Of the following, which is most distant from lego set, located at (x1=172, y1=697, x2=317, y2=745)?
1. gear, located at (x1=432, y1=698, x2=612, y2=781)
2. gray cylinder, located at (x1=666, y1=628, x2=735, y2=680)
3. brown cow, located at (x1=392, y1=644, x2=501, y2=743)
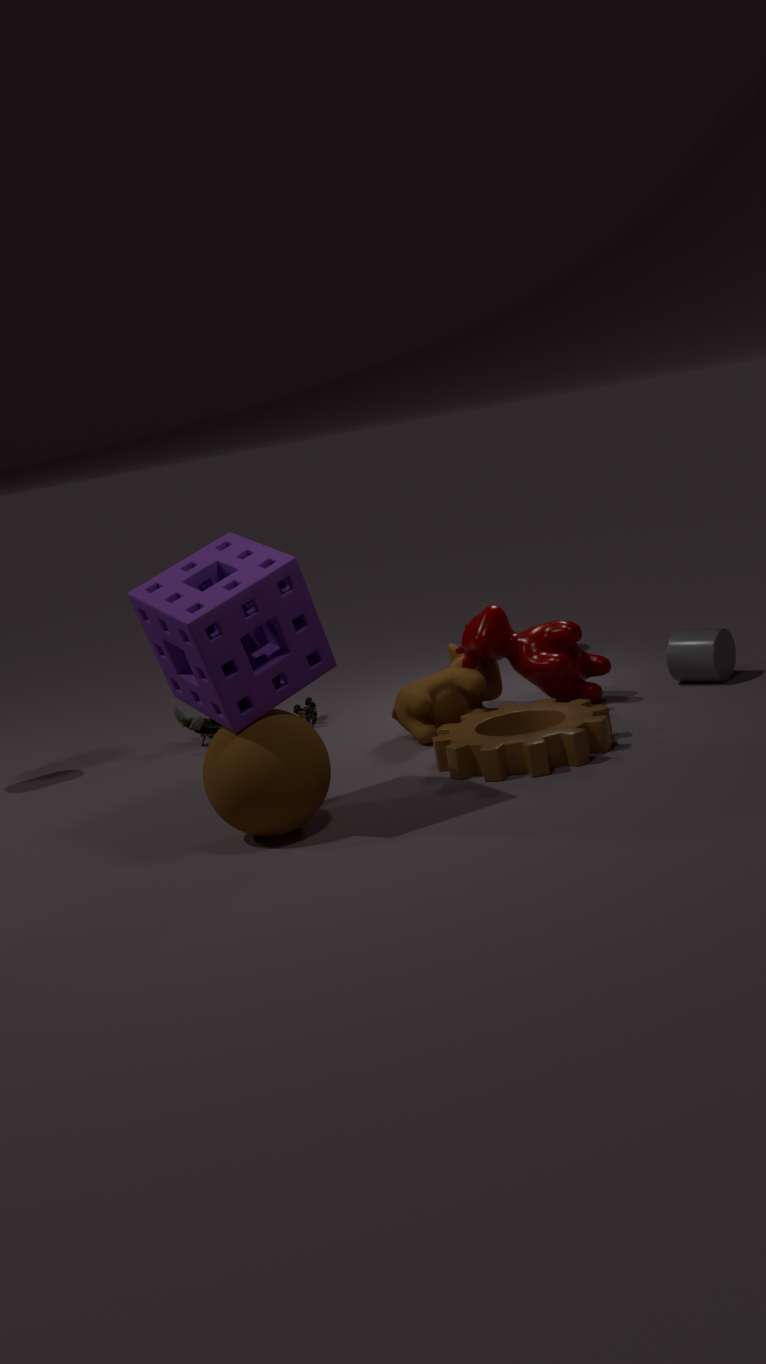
gray cylinder, located at (x1=666, y1=628, x2=735, y2=680)
